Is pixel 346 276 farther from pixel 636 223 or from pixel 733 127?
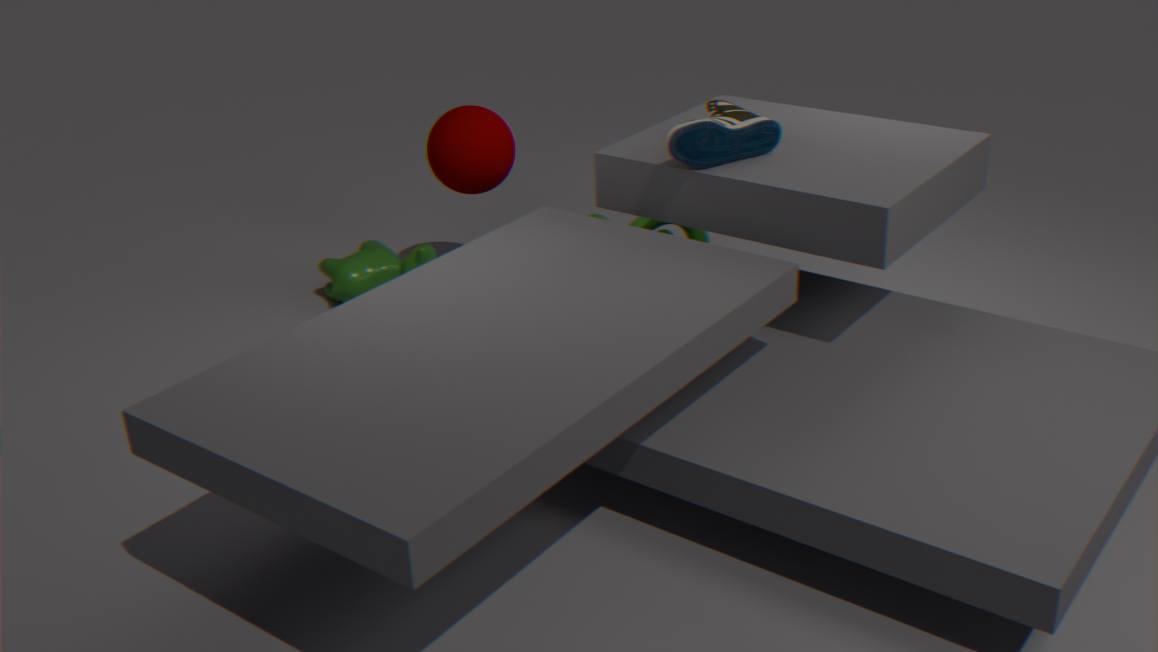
pixel 733 127
